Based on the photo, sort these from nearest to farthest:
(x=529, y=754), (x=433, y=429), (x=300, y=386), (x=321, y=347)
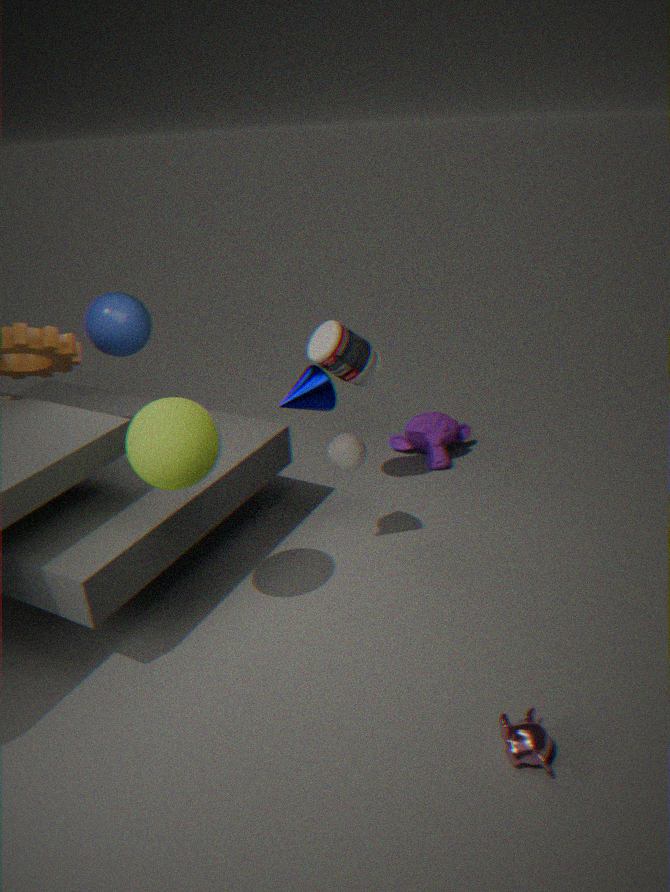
(x=529, y=754), (x=300, y=386), (x=321, y=347), (x=433, y=429)
